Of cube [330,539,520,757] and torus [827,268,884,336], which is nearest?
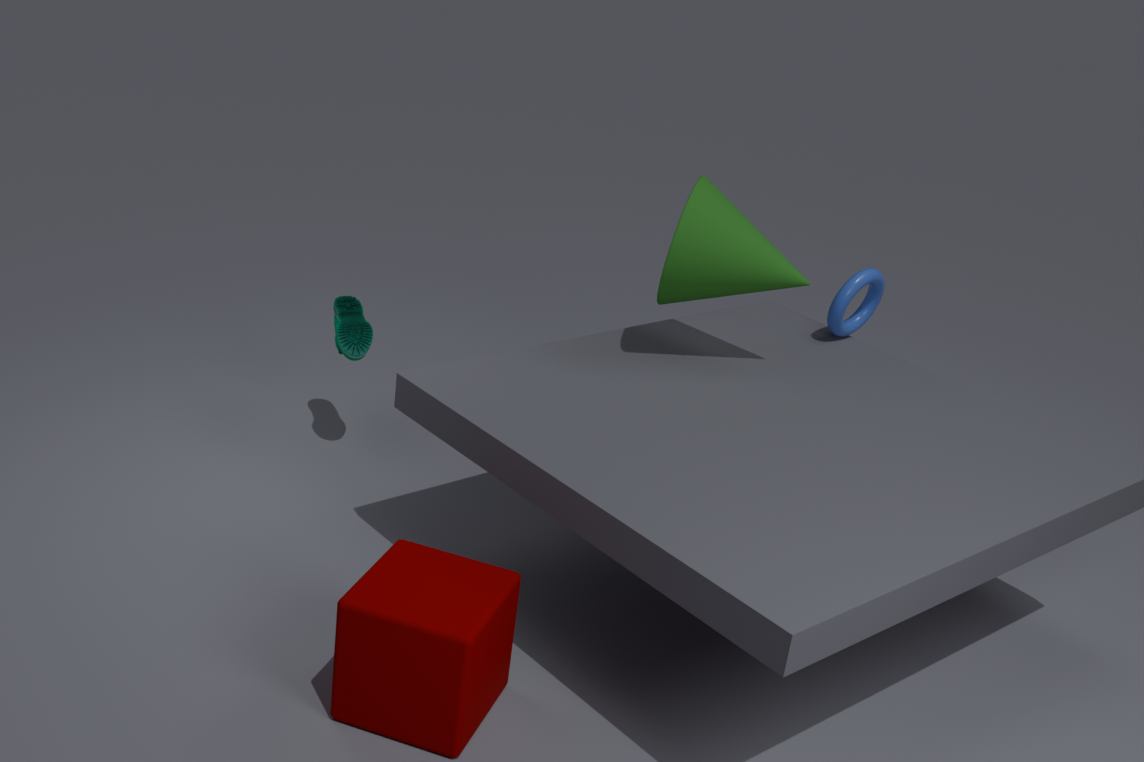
cube [330,539,520,757]
